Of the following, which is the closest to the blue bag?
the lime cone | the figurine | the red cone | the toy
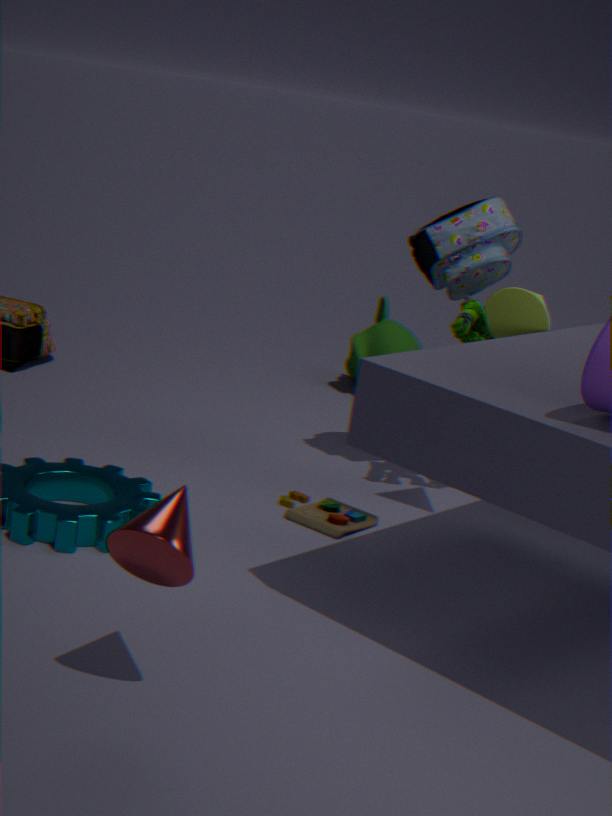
the figurine
